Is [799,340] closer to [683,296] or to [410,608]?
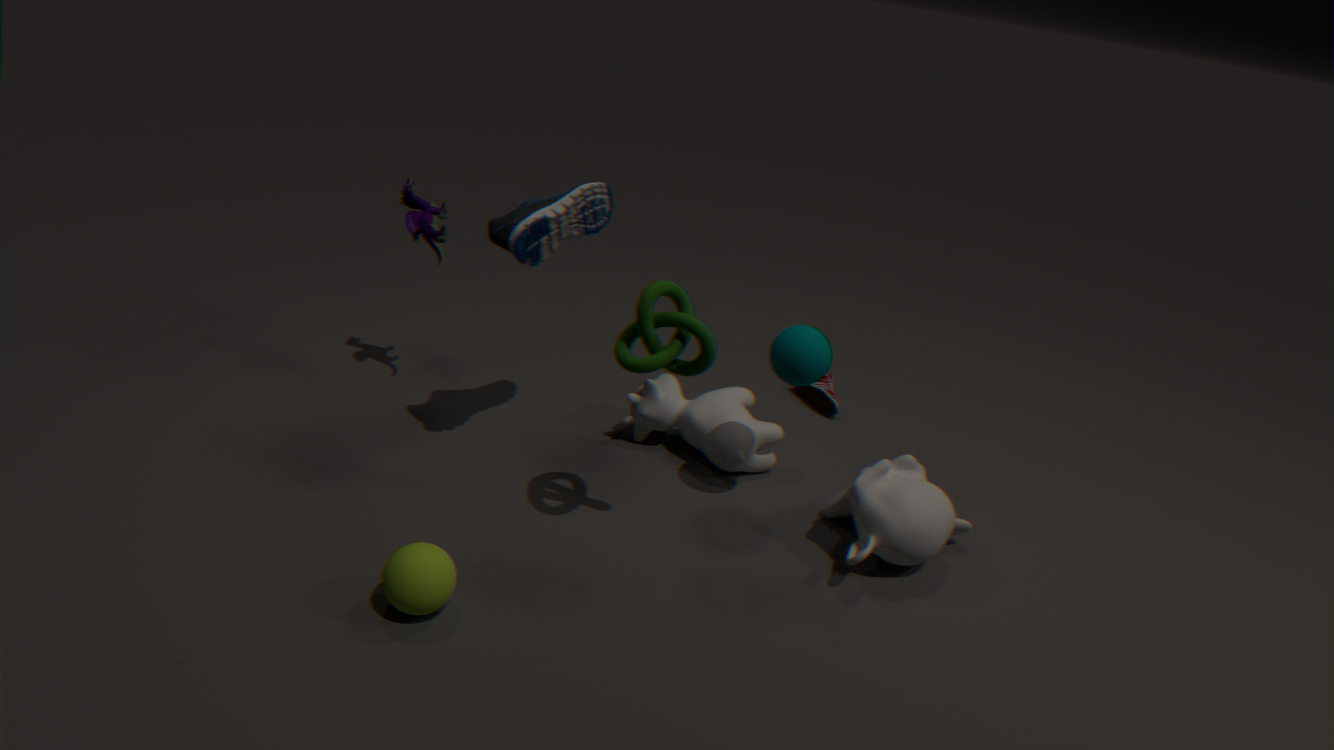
[683,296]
